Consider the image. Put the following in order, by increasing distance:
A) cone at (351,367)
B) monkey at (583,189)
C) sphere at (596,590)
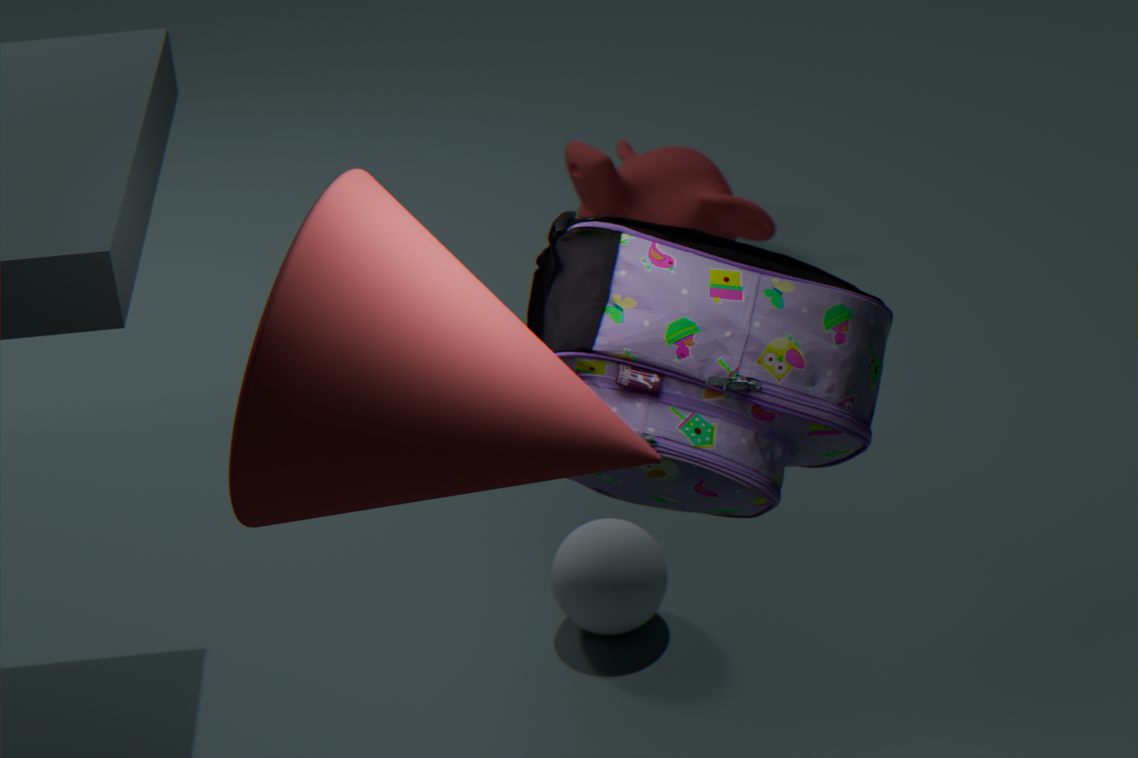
cone at (351,367) < sphere at (596,590) < monkey at (583,189)
